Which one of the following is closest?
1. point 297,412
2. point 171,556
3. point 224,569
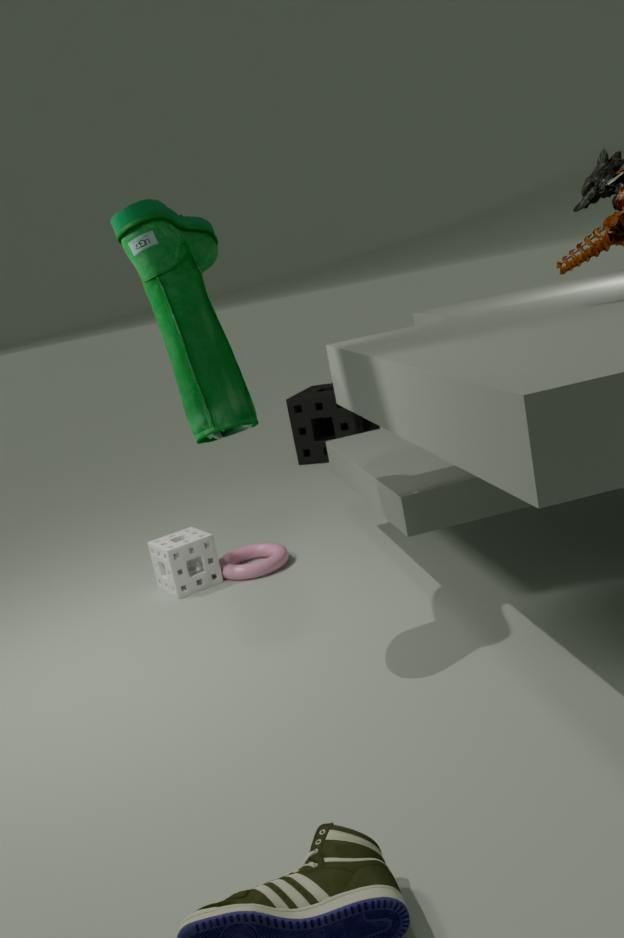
point 171,556
